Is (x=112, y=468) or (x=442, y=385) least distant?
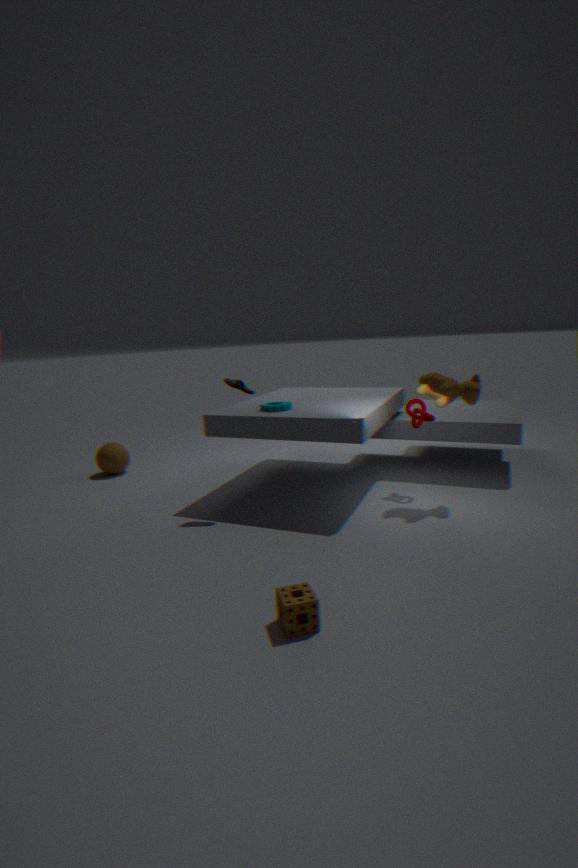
(x=442, y=385)
